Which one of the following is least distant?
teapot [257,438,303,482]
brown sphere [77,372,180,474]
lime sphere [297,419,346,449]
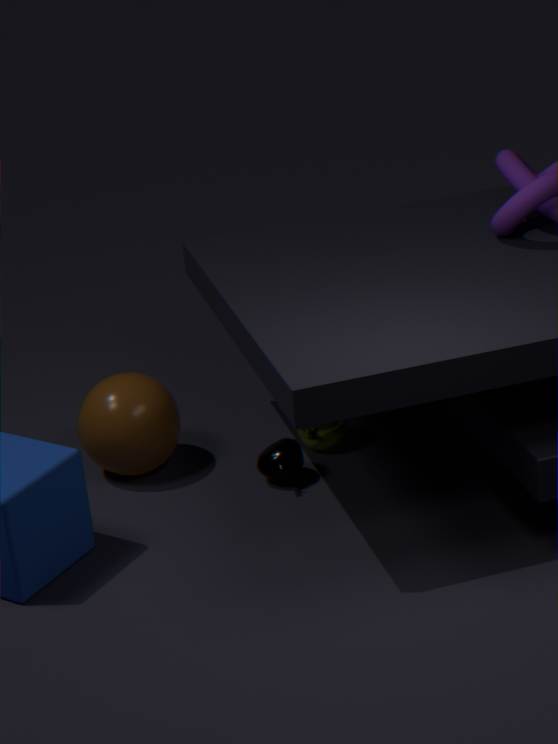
teapot [257,438,303,482]
